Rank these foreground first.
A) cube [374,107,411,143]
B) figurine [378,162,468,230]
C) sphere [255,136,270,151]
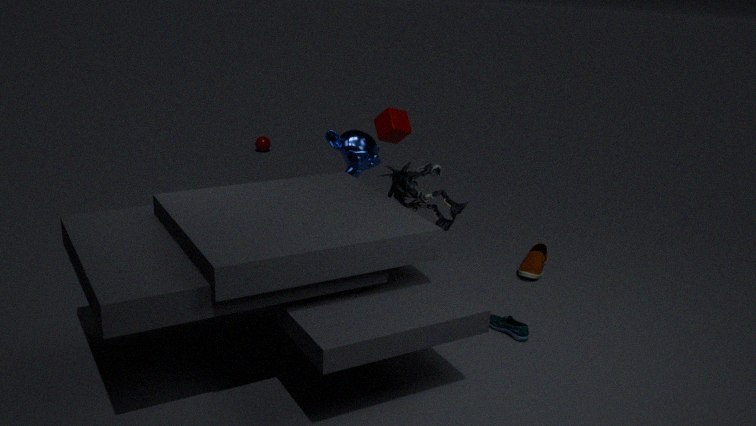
figurine [378,162,468,230] → cube [374,107,411,143] → sphere [255,136,270,151]
